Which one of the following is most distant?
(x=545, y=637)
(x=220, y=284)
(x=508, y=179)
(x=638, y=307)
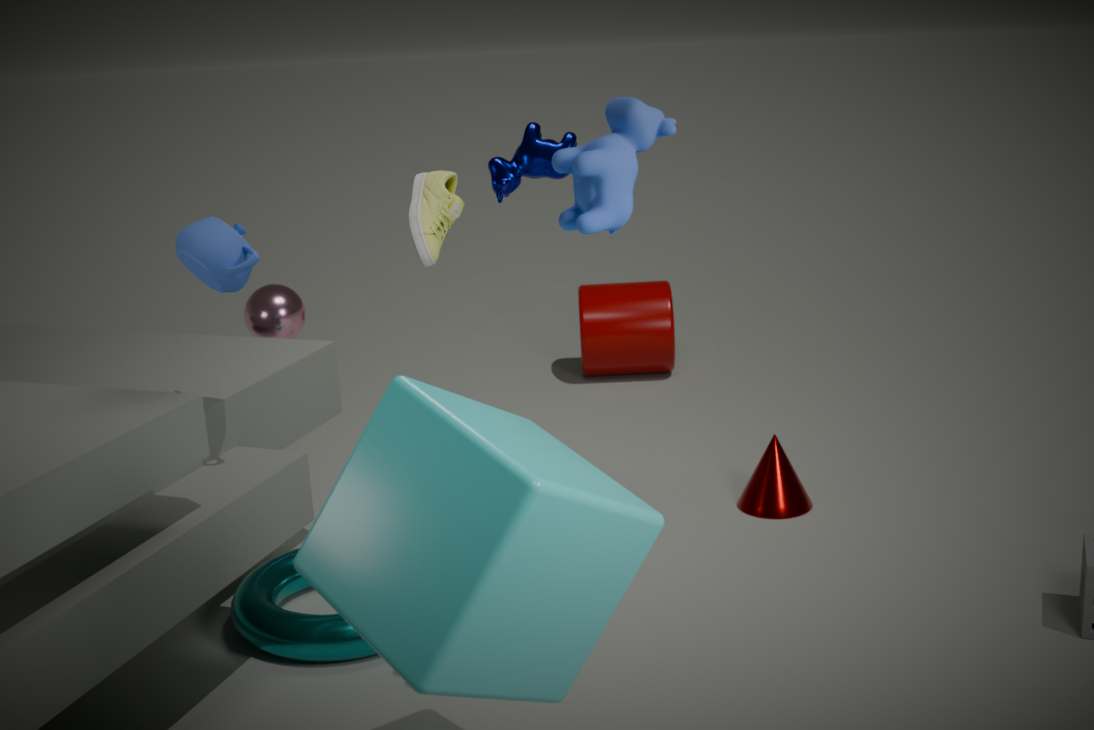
(x=638, y=307)
